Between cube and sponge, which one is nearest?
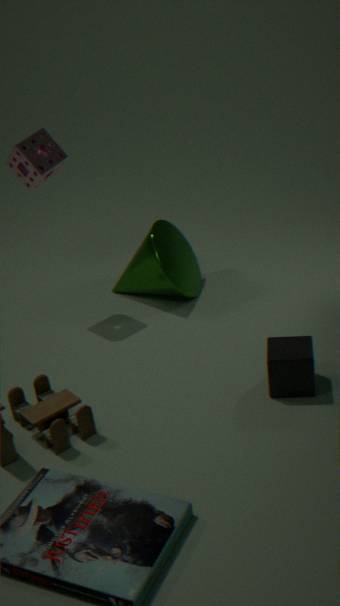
cube
